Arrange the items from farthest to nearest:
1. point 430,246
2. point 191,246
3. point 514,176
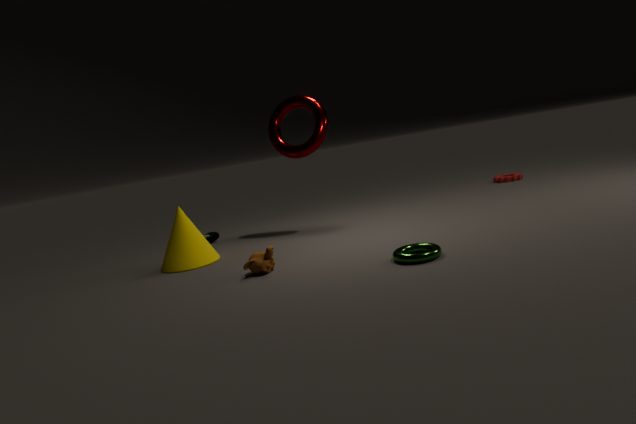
point 514,176 < point 191,246 < point 430,246
